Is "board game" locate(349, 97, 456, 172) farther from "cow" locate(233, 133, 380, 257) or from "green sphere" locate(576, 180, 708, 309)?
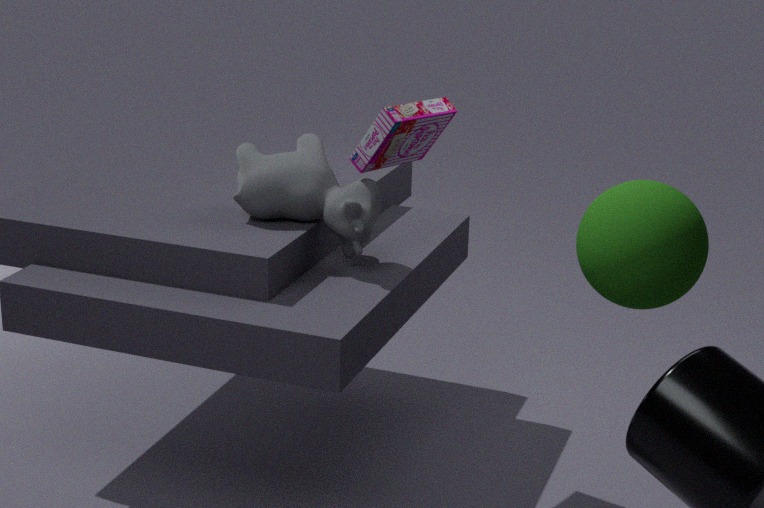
"green sphere" locate(576, 180, 708, 309)
